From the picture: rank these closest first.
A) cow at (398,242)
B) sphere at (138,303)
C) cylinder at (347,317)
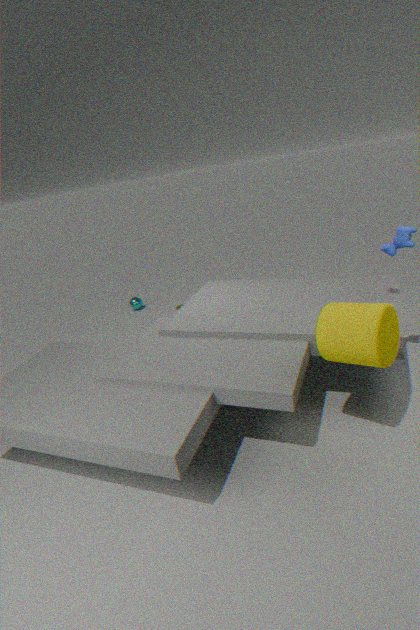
cylinder at (347,317), cow at (398,242), sphere at (138,303)
